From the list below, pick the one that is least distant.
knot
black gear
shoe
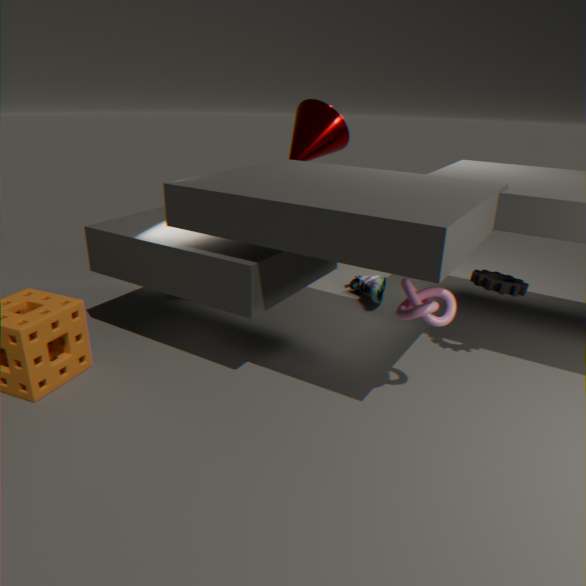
knot
